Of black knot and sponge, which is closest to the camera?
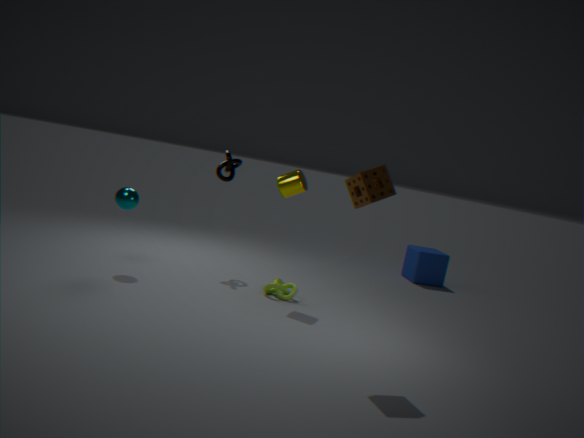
sponge
